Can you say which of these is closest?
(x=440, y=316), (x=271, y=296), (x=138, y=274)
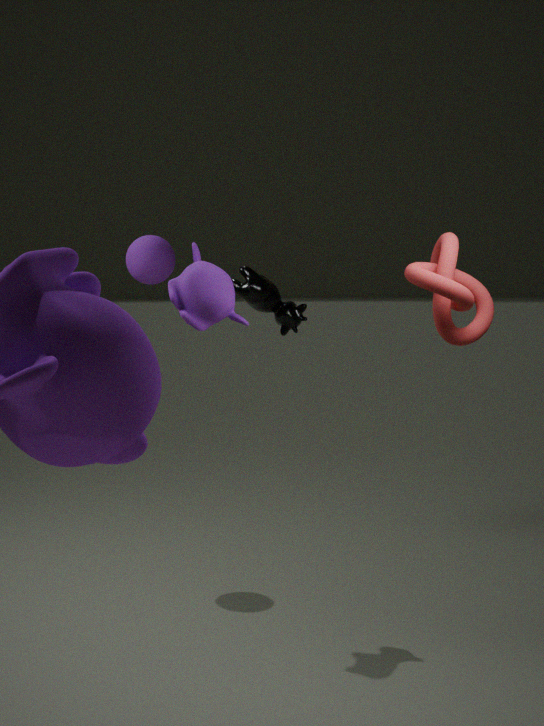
(x=440, y=316)
